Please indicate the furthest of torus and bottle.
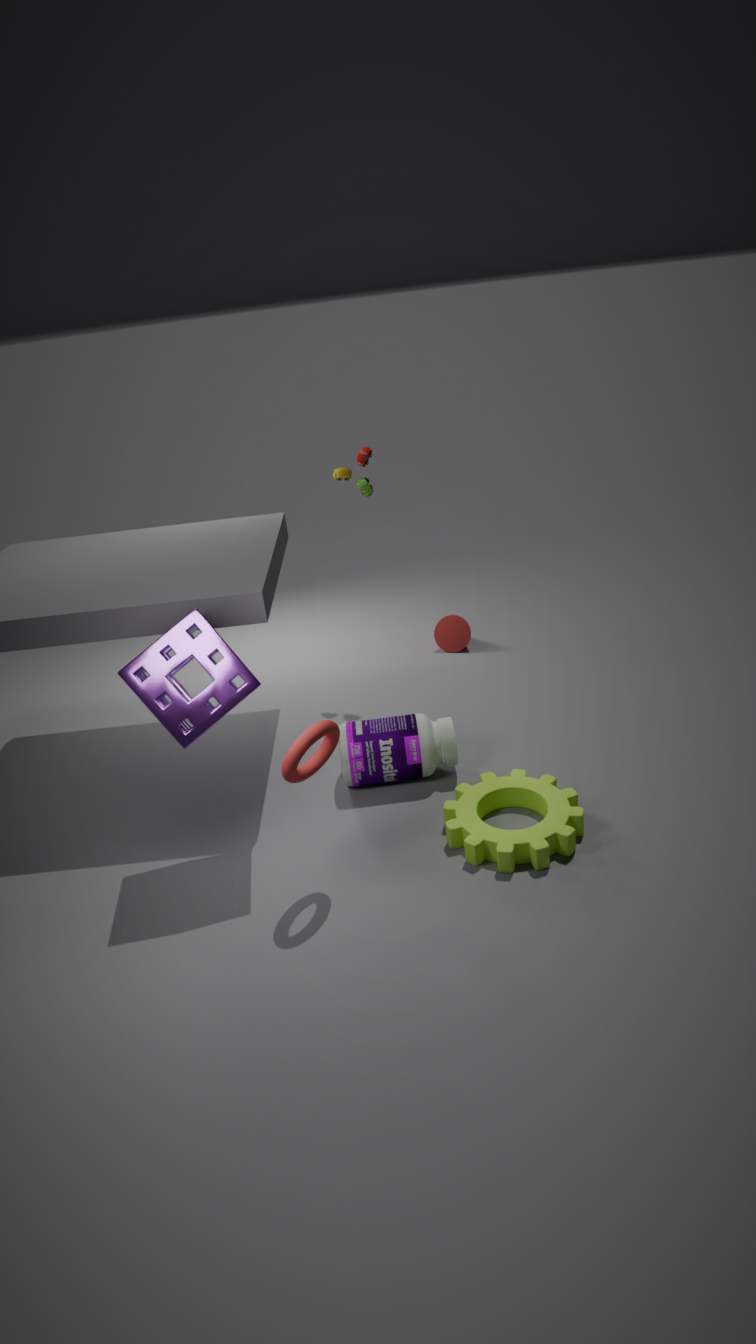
bottle
